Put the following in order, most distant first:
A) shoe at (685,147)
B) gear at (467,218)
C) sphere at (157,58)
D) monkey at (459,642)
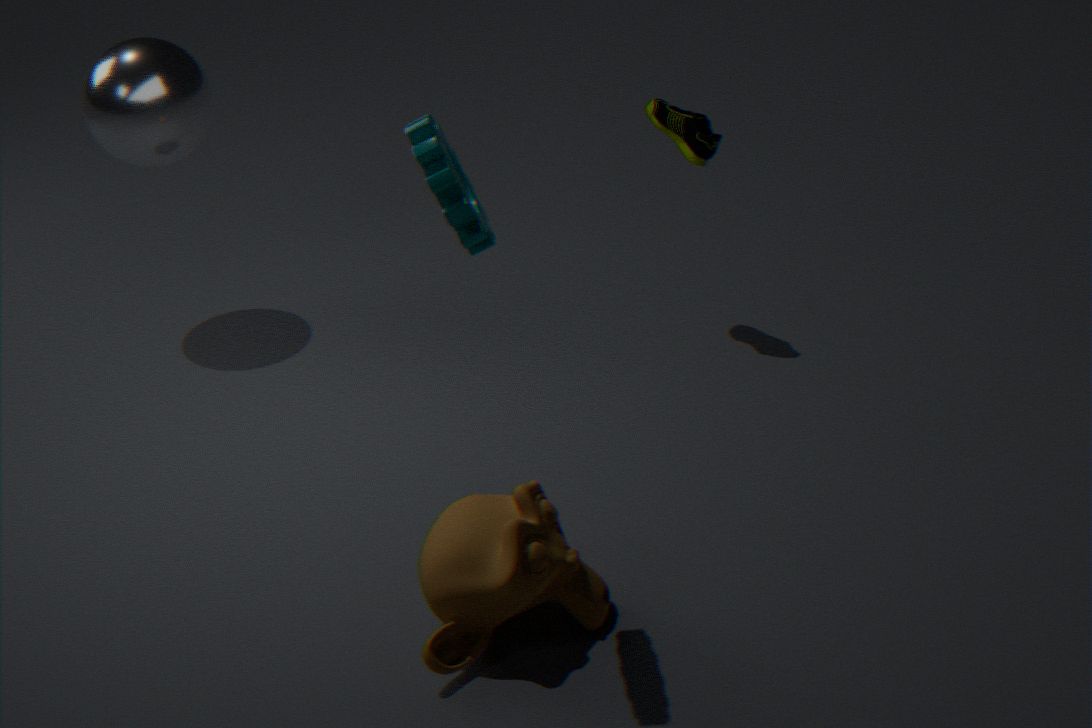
sphere at (157,58), shoe at (685,147), monkey at (459,642), gear at (467,218)
